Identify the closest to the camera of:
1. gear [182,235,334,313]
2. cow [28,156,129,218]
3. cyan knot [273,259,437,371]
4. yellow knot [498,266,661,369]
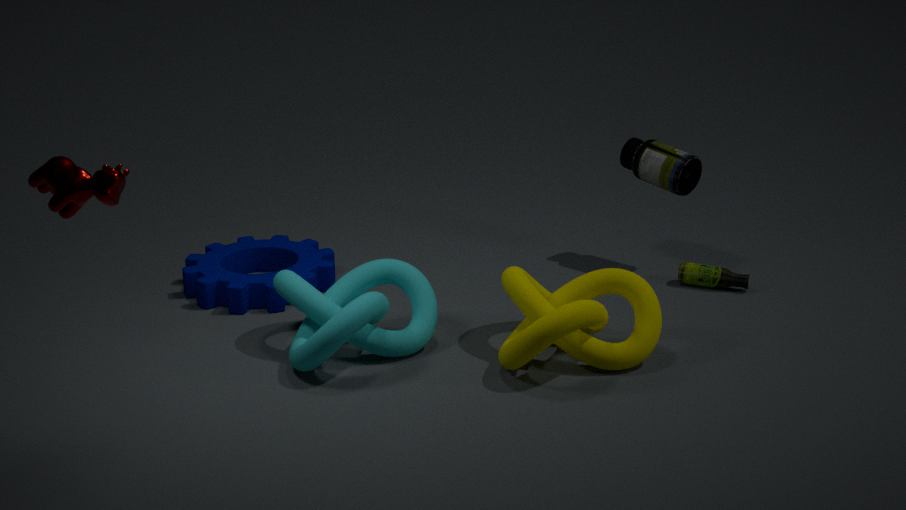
cow [28,156,129,218]
